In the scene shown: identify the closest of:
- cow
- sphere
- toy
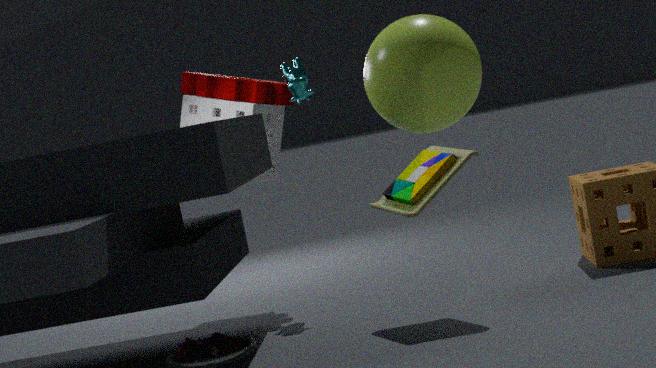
sphere
